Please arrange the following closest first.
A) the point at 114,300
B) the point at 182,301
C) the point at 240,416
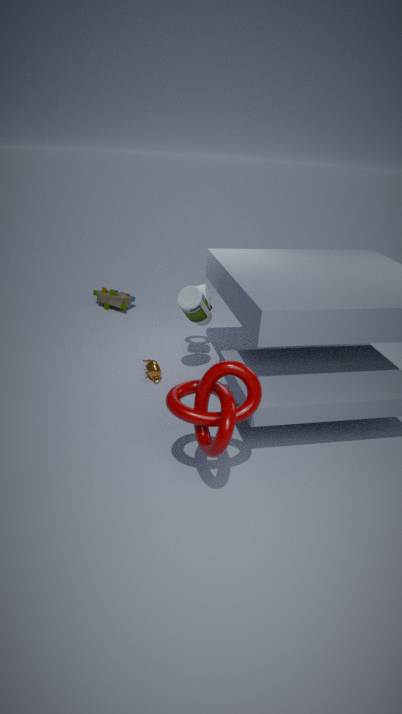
the point at 240,416, the point at 182,301, the point at 114,300
